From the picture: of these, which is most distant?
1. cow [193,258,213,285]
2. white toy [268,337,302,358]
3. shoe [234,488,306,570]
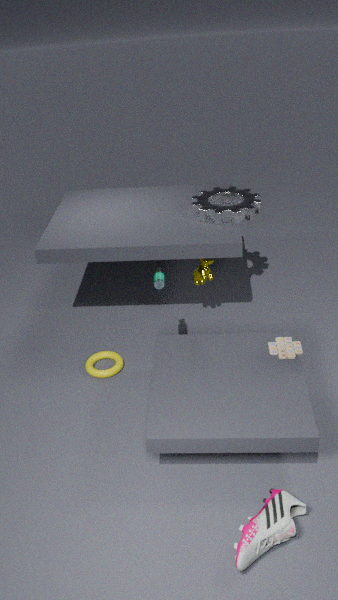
cow [193,258,213,285]
